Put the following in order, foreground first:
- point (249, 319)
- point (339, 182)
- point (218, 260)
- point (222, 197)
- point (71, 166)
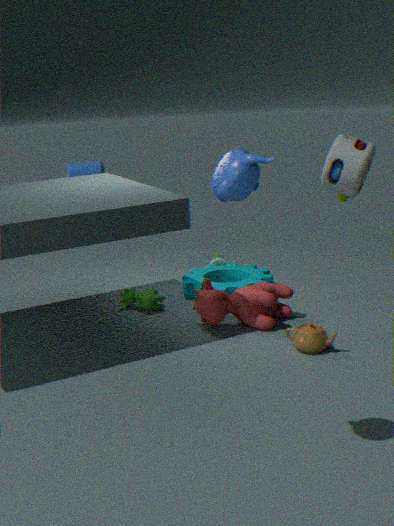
1. point (222, 197)
2. point (339, 182)
3. point (249, 319)
4. point (218, 260)
5. point (71, 166)
